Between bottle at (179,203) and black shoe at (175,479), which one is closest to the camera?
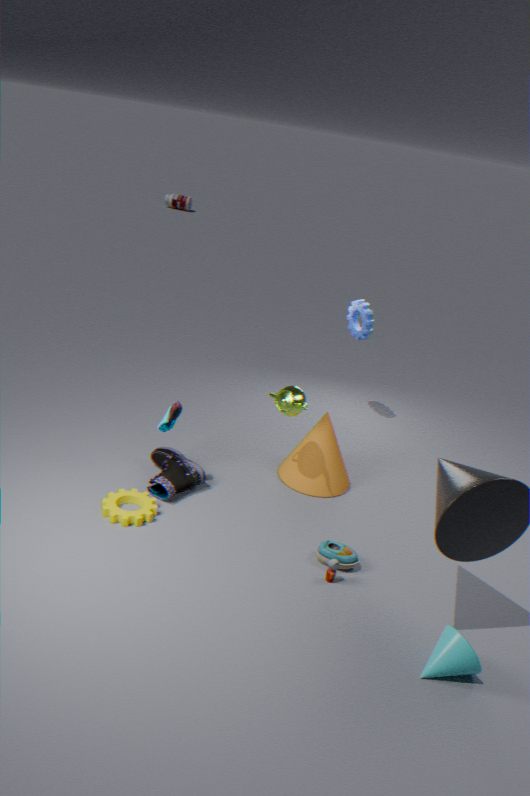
black shoe at (175,479)
